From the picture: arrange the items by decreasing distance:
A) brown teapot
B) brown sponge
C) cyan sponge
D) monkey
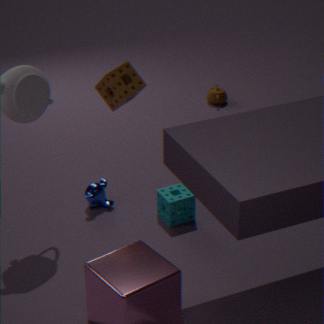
brown teapot < monkey < cyan sponge < brown sponge
